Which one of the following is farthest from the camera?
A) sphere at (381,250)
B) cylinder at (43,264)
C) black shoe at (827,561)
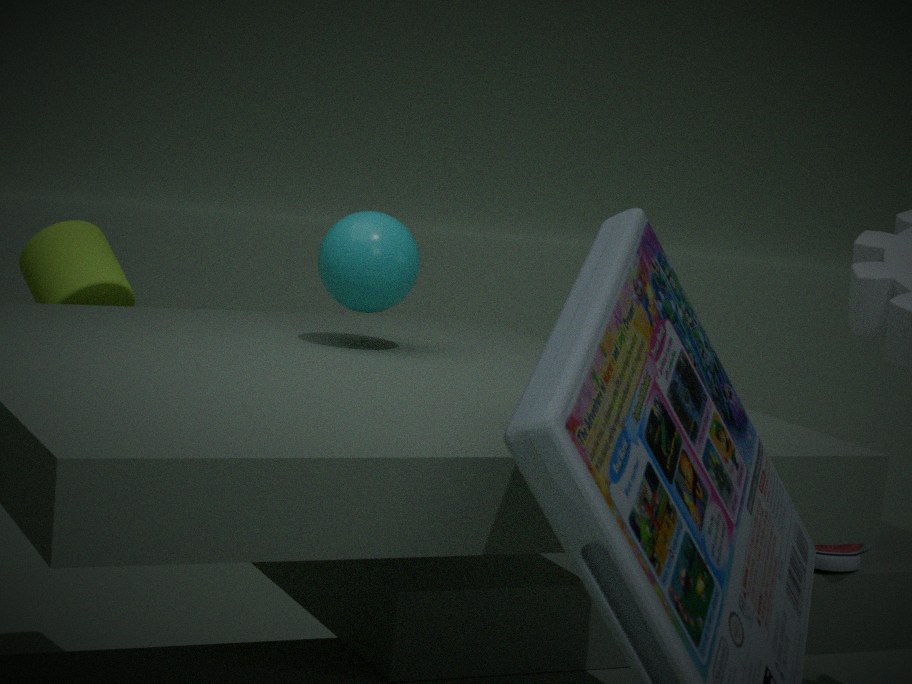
black shoe at (827,561)
